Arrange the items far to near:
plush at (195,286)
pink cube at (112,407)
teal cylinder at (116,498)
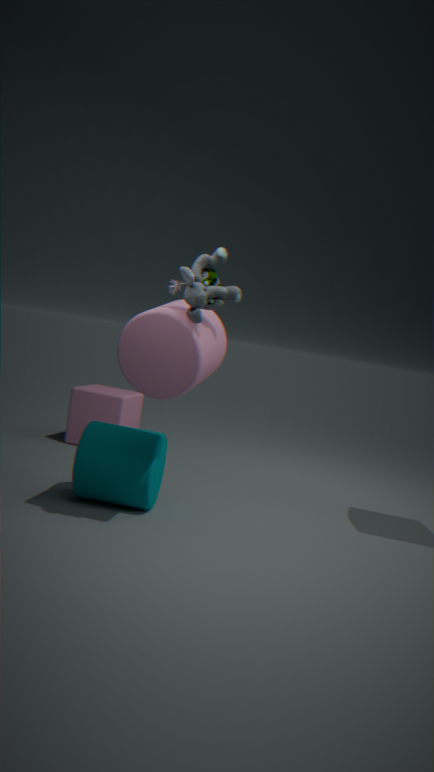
pink cube at (112,407), teal cylinder at (116,498), plush at (195,286)
